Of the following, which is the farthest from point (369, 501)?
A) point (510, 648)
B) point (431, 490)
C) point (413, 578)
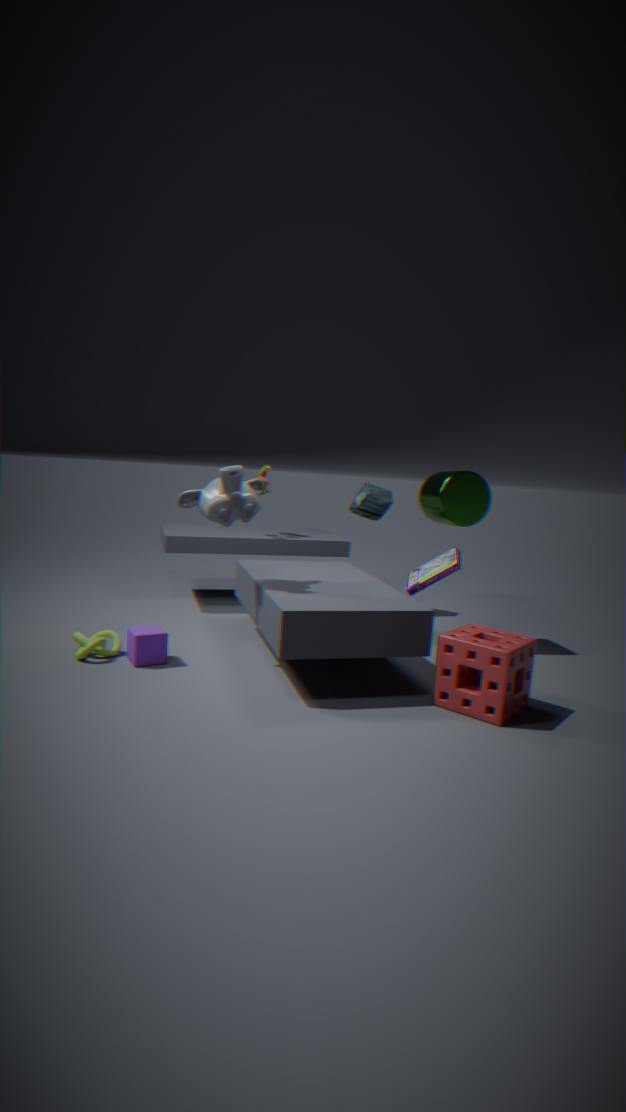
point (510, 648)
